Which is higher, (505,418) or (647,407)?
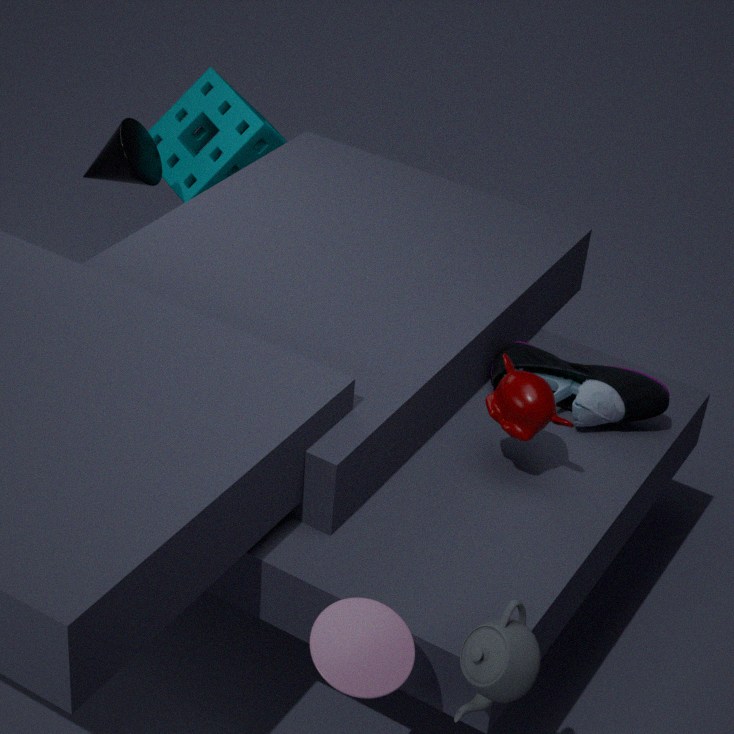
(505,418)
